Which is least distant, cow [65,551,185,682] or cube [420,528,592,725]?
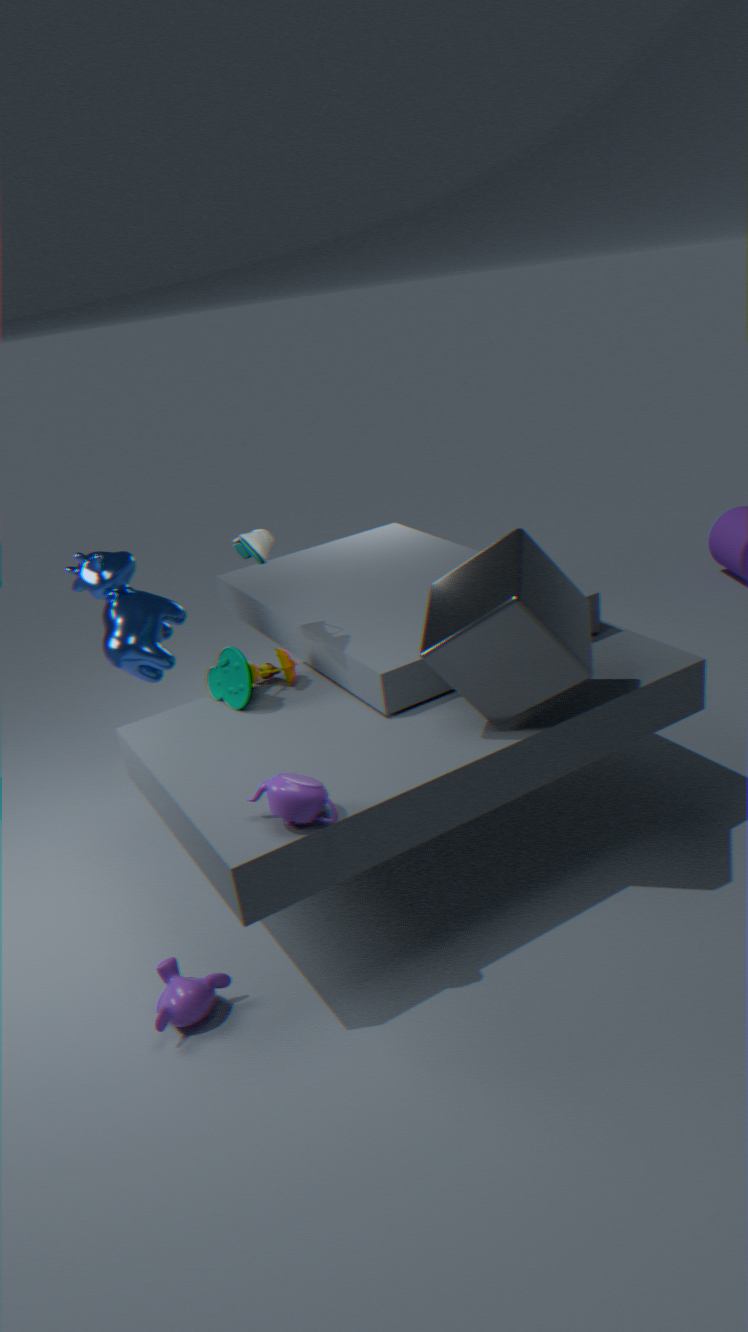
cube [420,528,592,725]
